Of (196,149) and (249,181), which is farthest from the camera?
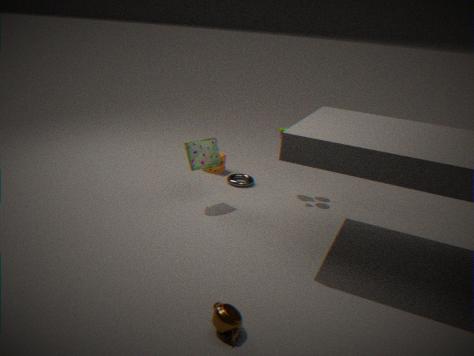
(249,181)
